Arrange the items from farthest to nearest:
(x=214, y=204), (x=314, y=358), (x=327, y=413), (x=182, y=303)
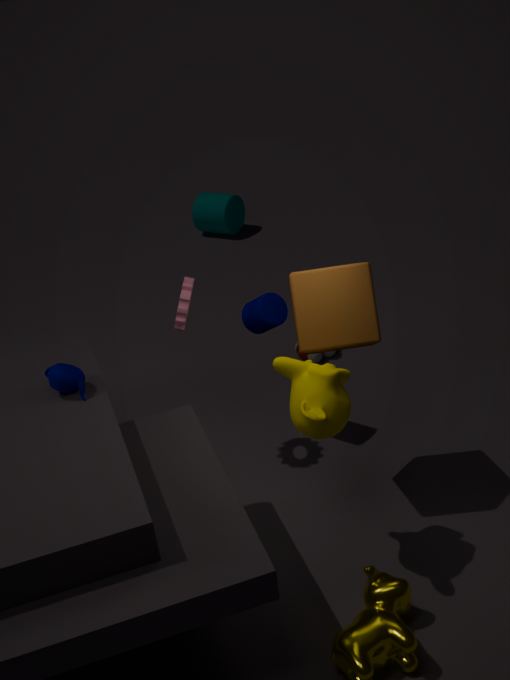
(x=214, y=204)
(x=314, y=358)
(x=182, y=303)
(x=327, y=413)
